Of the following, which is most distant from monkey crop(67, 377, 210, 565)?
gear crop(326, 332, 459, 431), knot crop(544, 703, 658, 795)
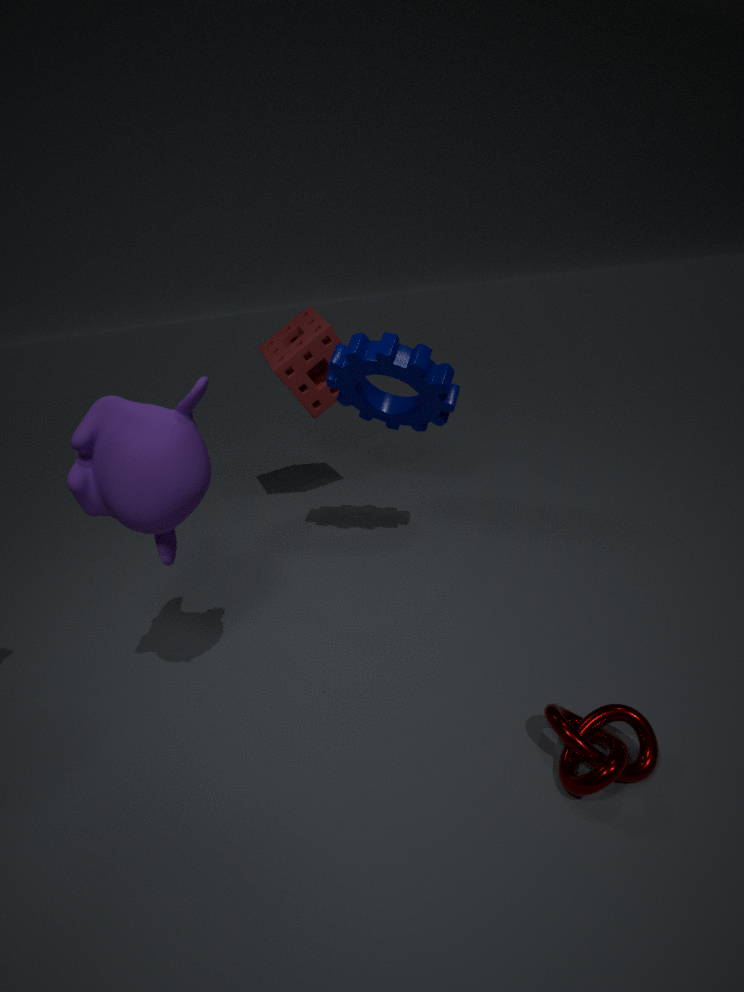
knot crop(544, 703, 658, 795)
